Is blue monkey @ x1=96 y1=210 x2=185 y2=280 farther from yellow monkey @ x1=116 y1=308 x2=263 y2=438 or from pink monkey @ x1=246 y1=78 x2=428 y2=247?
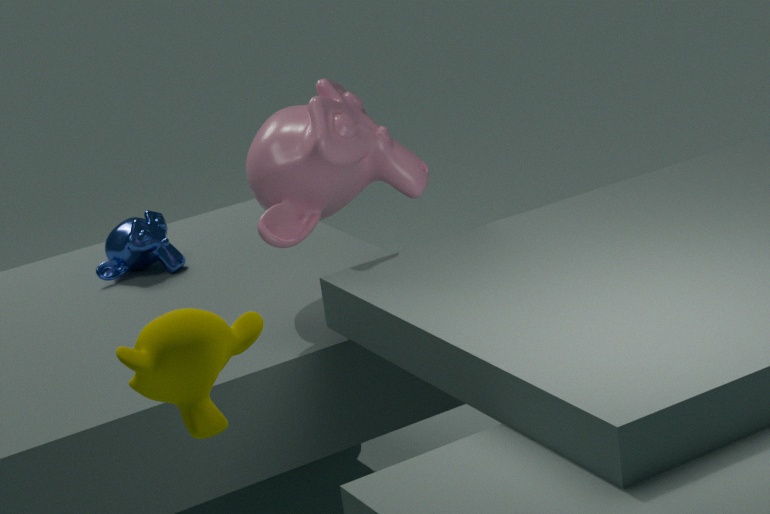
yellow monkey @ x1=116 y1=308 x2=263 y2=438
